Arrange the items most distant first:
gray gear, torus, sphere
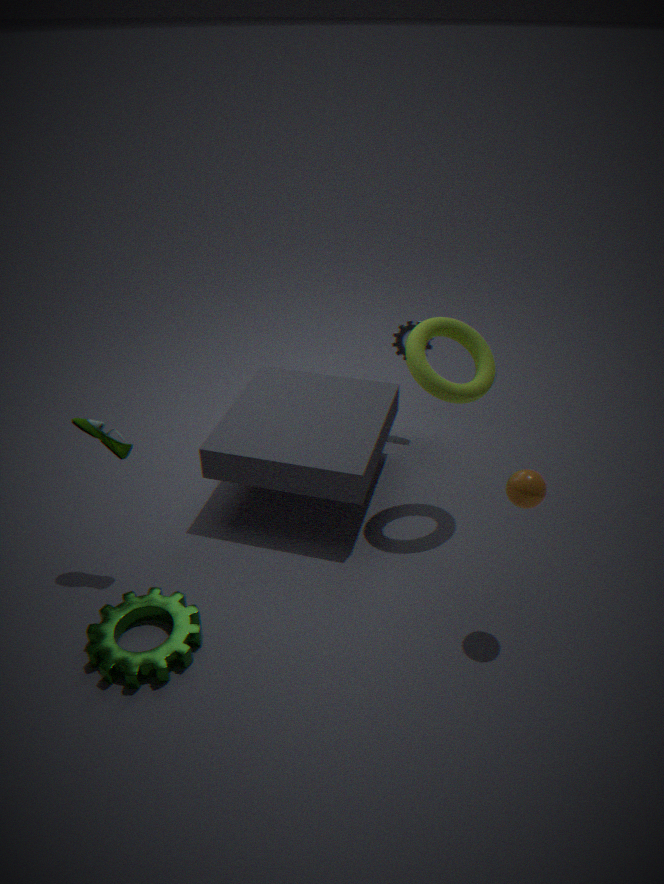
gray gear → torus → sphere
